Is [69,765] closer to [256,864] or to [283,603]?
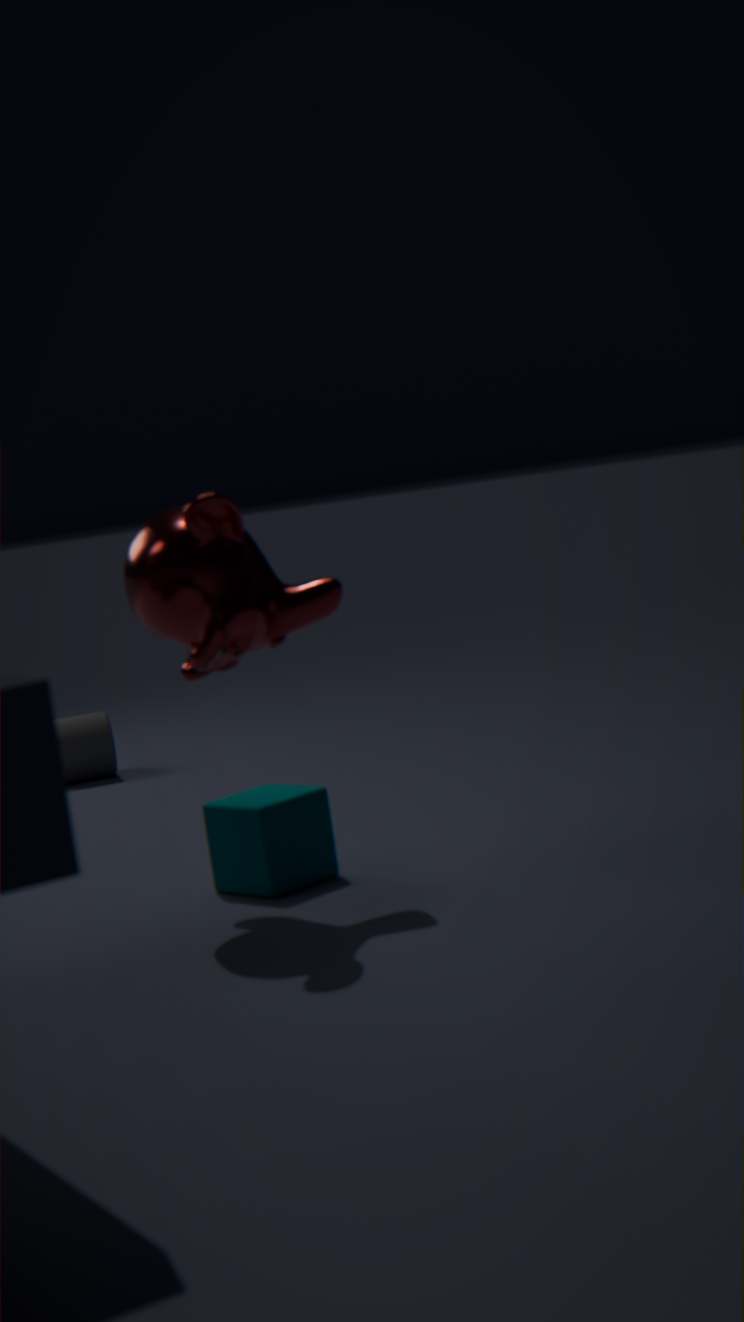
[256,864]
